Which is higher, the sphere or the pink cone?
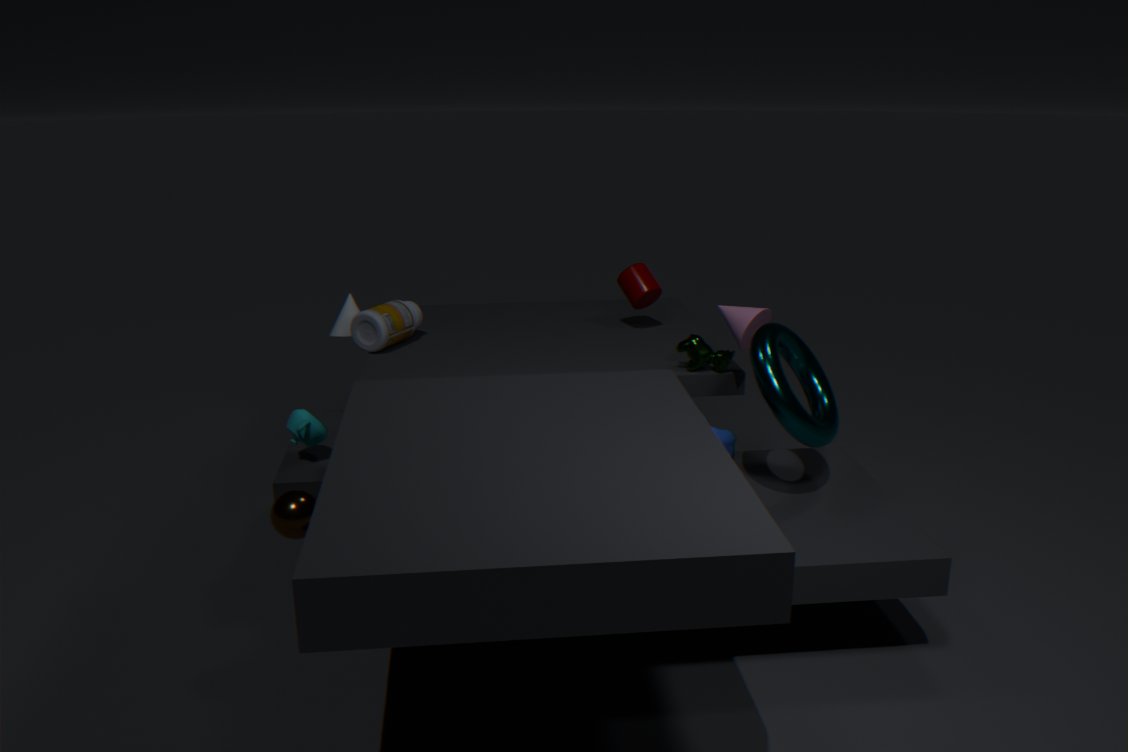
the pink cone
